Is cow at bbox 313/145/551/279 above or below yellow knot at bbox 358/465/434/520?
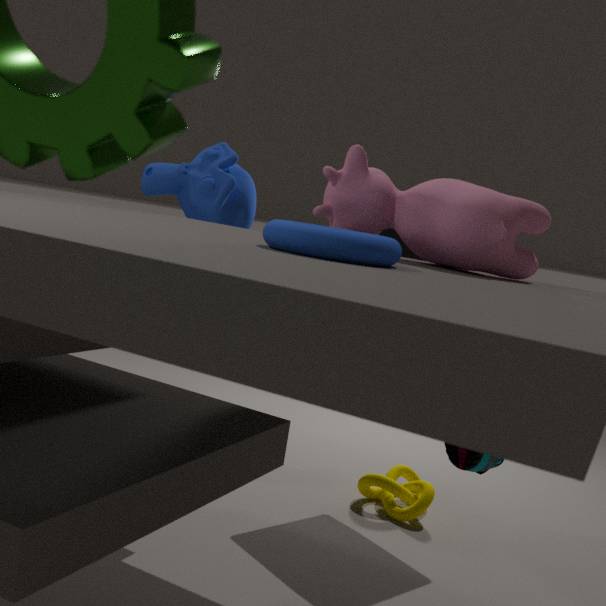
above
